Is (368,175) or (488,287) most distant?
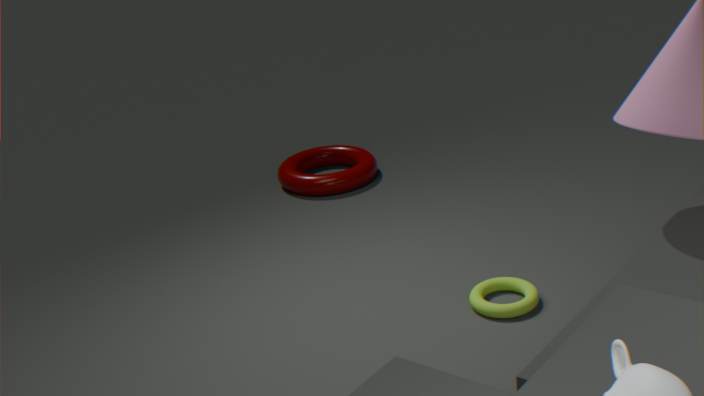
(368,175)
